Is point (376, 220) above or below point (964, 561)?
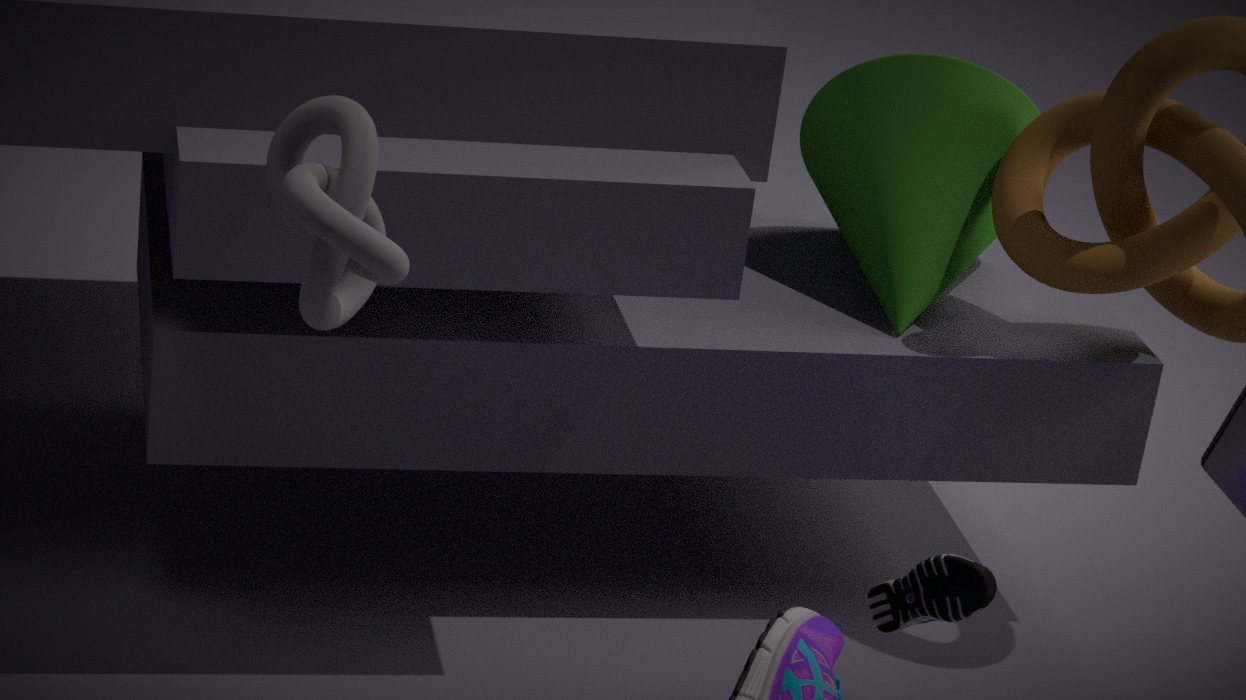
above
